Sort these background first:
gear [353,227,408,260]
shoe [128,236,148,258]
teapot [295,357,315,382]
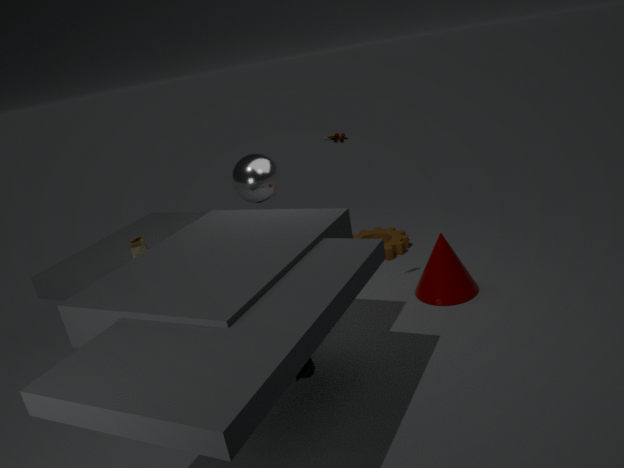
gear [353,227,408,260], shoe [128,236,148,258], teapot [295,357,315,382]
